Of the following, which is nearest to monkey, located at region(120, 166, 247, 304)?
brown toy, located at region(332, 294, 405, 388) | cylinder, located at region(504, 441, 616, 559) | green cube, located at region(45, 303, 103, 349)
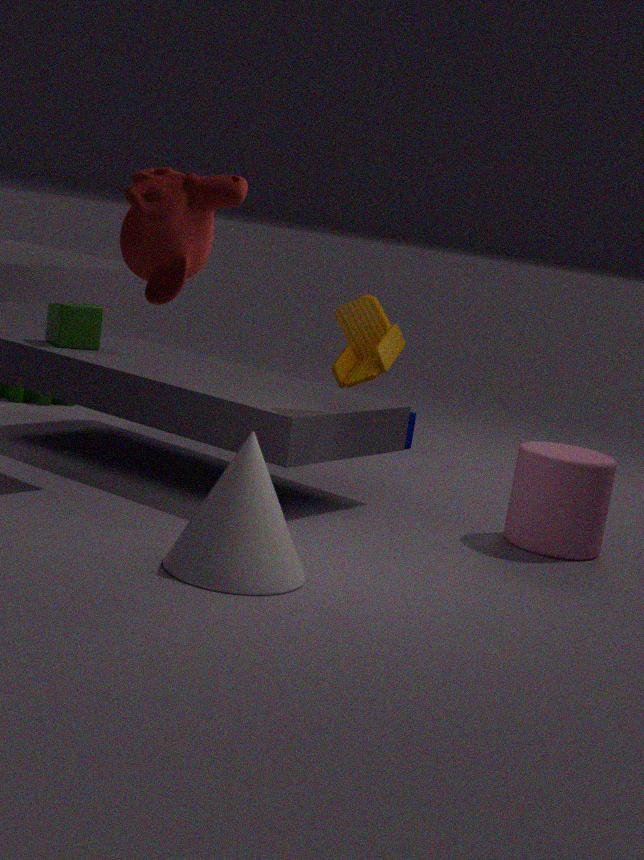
brown toy, located at region(332, 294, 405, 388)
